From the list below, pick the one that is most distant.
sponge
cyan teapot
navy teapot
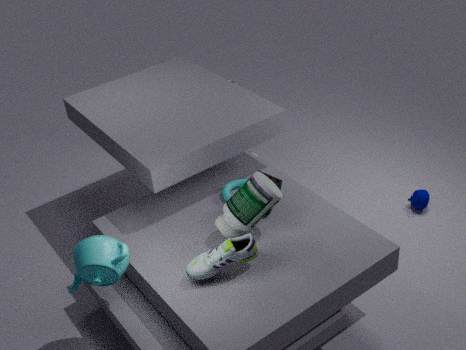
navy teapot
